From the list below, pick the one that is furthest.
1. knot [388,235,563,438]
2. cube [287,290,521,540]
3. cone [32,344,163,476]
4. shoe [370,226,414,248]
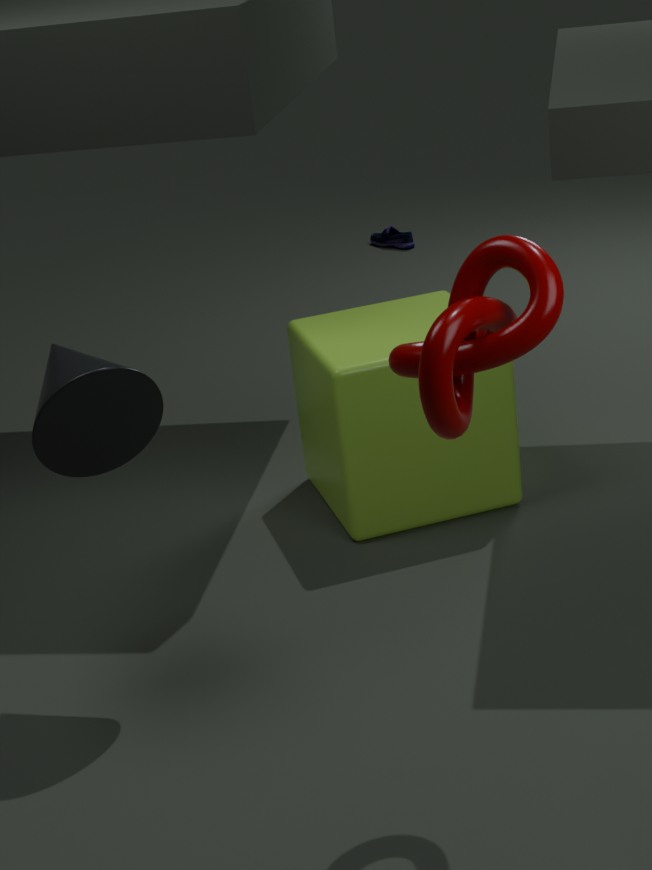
shoe [370,226,414,248]
